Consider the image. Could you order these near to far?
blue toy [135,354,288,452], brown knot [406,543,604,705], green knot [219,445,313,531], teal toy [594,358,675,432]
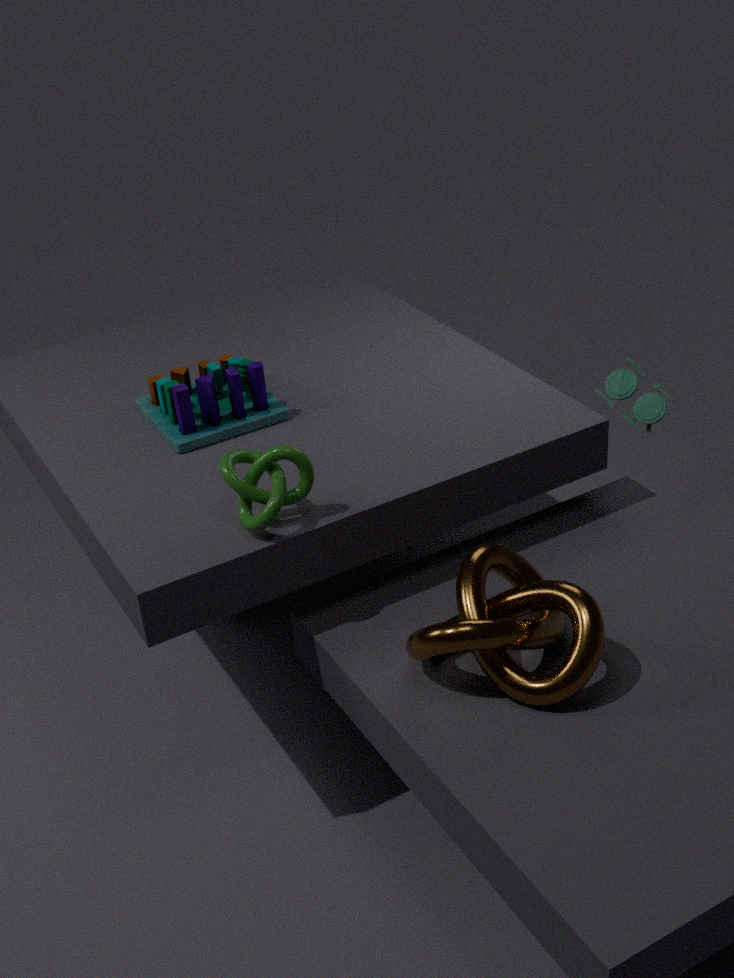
brown knot [406,543,604,705] < green knot [219,445,313,531] < blue toy [135,354,288,452] < teal toy [594,358,675,432]
